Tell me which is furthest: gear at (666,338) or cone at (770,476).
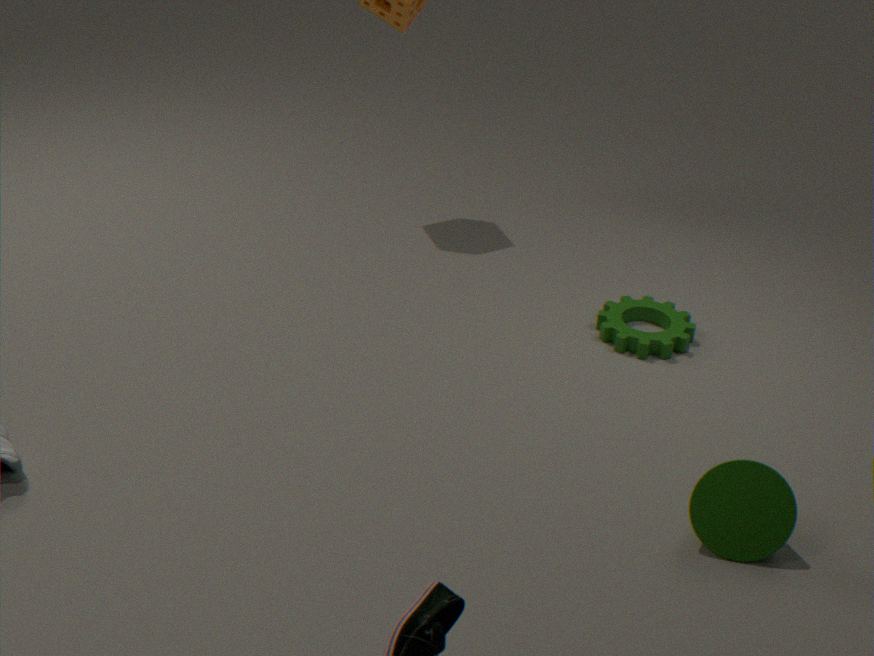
gear at (666,338)
